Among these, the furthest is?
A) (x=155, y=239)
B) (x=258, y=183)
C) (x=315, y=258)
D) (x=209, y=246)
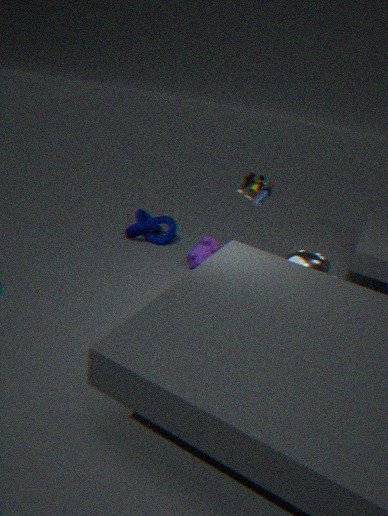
(x=155, y=239)
